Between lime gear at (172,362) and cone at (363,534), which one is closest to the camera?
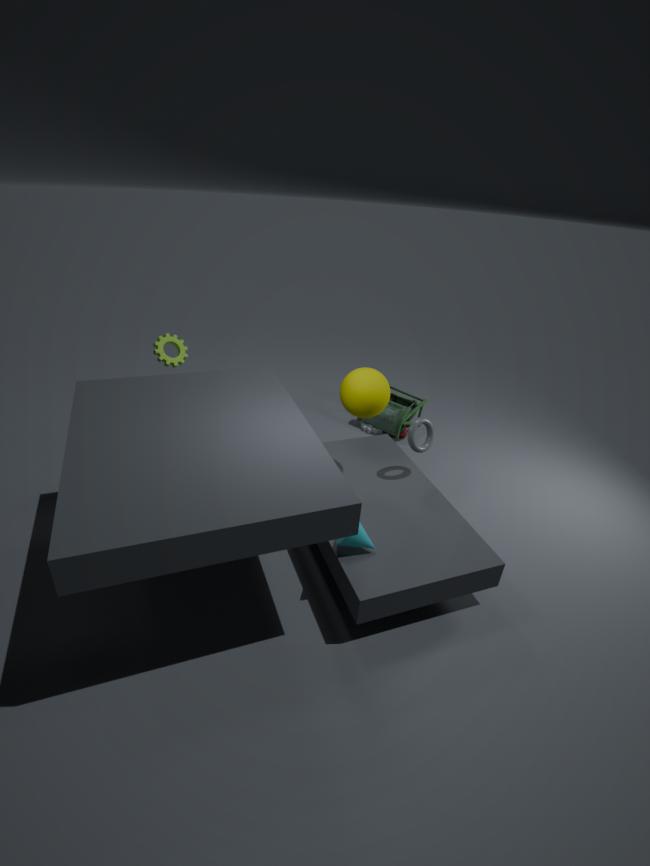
cone at (363,534)
